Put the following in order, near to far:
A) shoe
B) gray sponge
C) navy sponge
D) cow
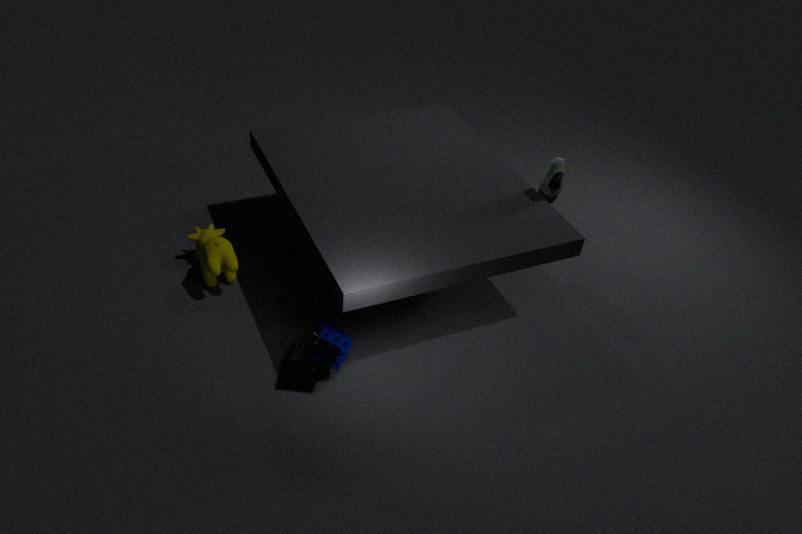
gray sponge
navy sponge
cow
shoe
